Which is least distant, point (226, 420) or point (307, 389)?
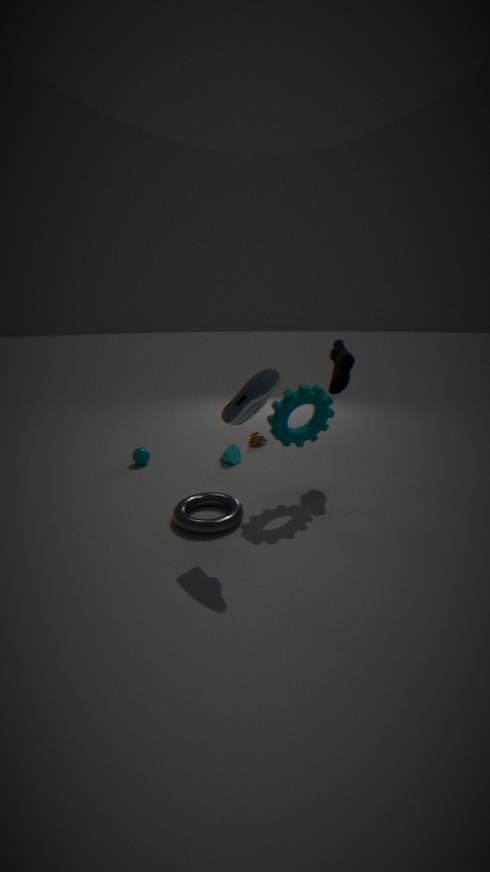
point (226, 420)
